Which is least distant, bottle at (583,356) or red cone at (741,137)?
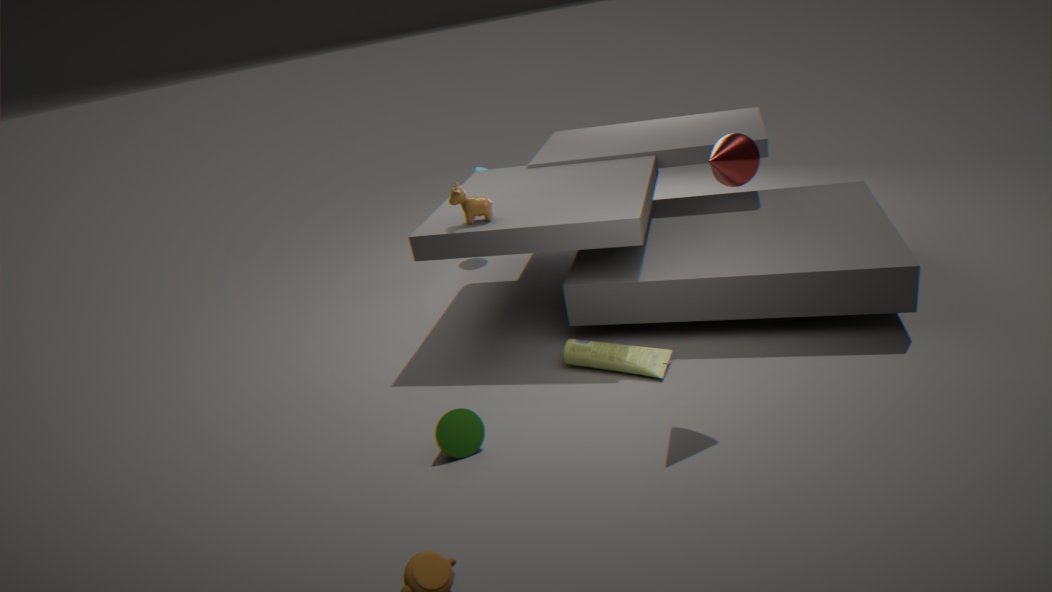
red cone at (741,137)
